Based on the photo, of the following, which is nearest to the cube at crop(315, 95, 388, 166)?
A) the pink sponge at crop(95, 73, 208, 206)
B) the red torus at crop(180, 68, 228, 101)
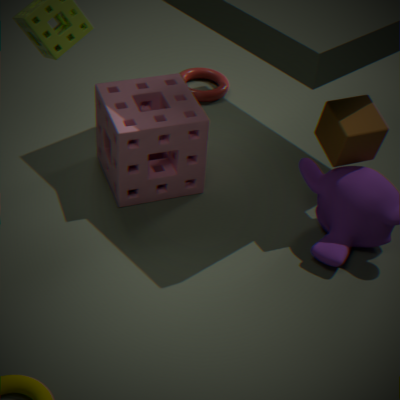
the pink sponge at crop(95, 73, 208, 206)
